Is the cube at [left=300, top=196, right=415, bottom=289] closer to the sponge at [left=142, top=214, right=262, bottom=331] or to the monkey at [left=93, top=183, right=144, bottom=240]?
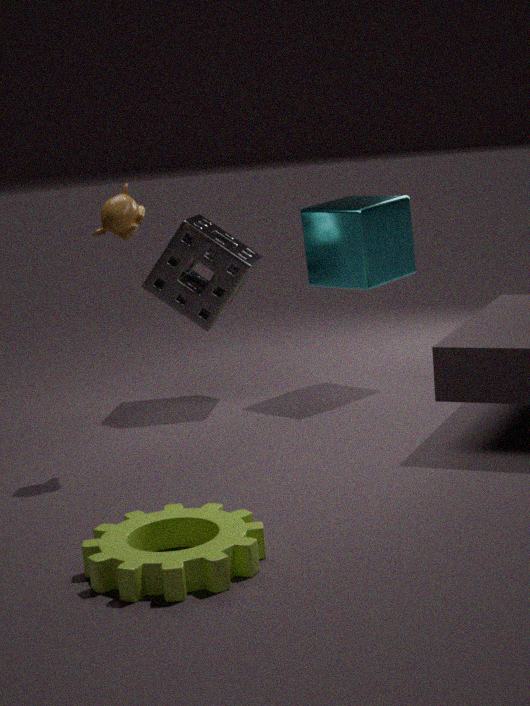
the sponge at [left=142, top=214, right=262, bottom=331]
